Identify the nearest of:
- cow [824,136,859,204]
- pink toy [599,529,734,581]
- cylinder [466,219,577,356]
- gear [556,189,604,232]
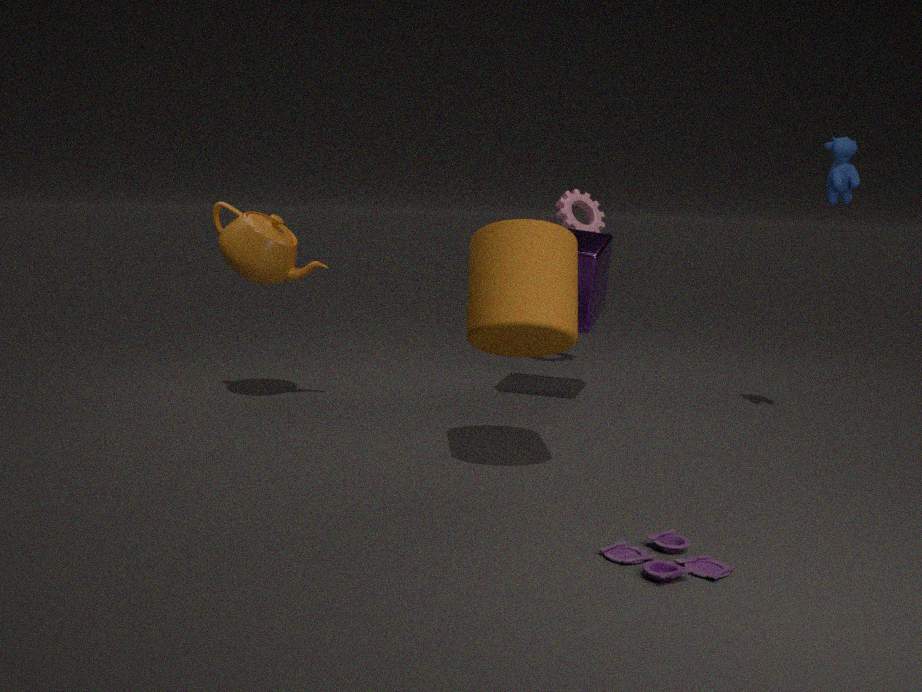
pink toy [599,529,734,581]
